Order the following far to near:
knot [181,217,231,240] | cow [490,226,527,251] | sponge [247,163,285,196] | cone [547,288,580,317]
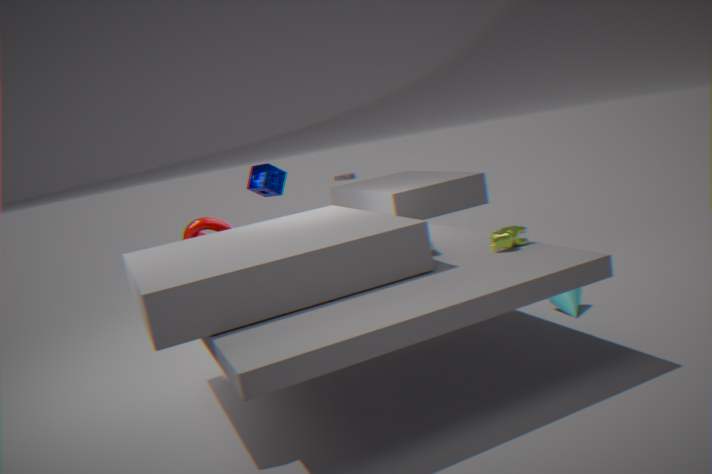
sponge [247,163,285,196], knot [181,217,231,240], cone [547,288,580,317], cow [490,226,527,251]
